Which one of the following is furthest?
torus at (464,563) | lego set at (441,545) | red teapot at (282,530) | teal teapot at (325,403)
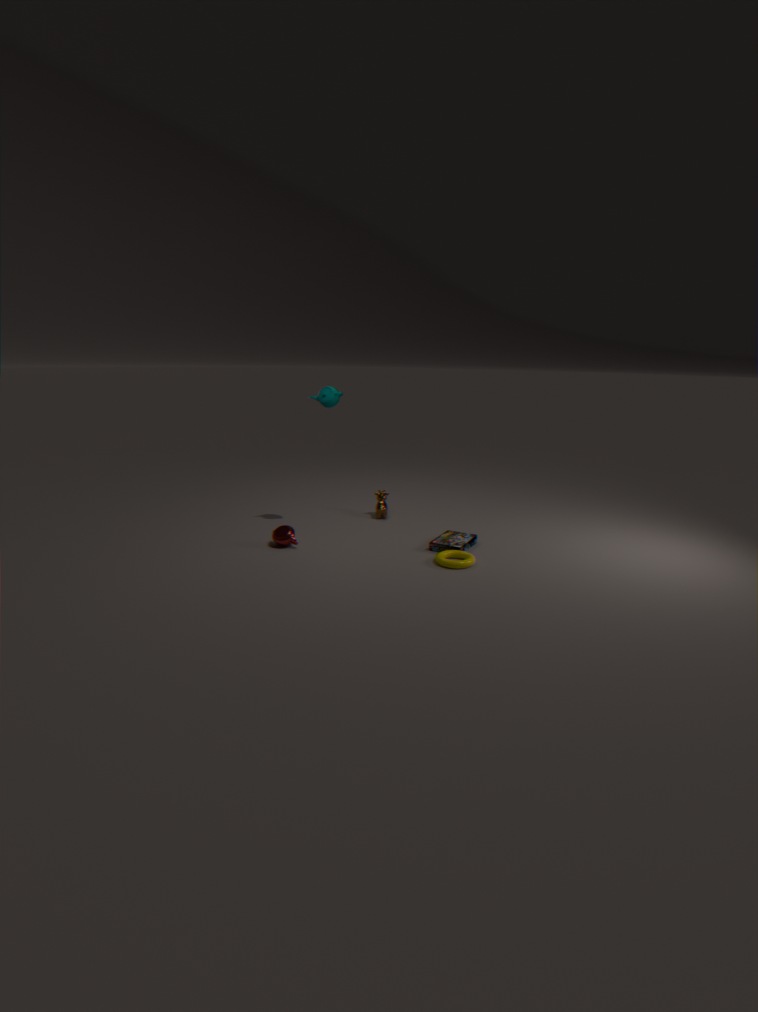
teal teapot at (325,403)
